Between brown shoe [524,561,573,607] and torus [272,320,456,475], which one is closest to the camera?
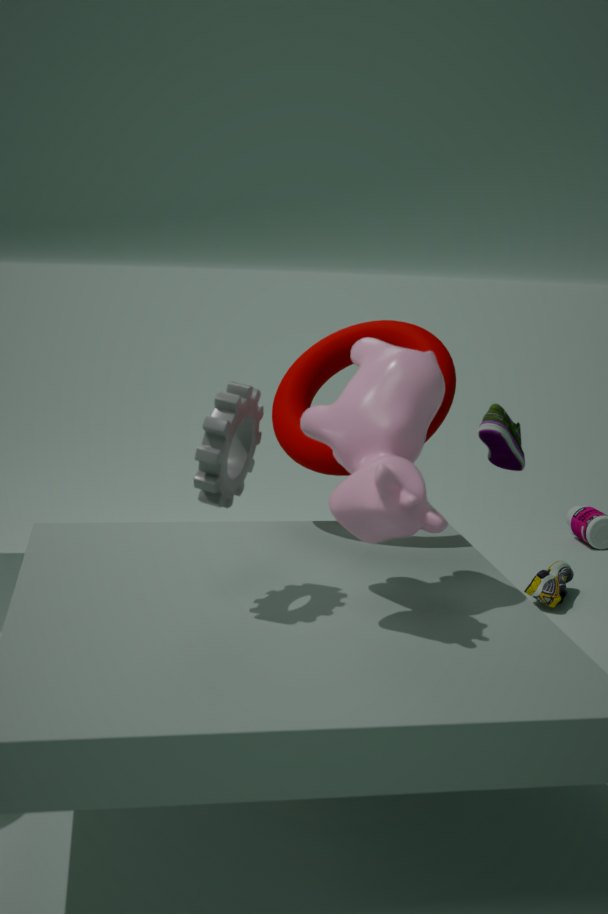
torus [272,320,456,475]
